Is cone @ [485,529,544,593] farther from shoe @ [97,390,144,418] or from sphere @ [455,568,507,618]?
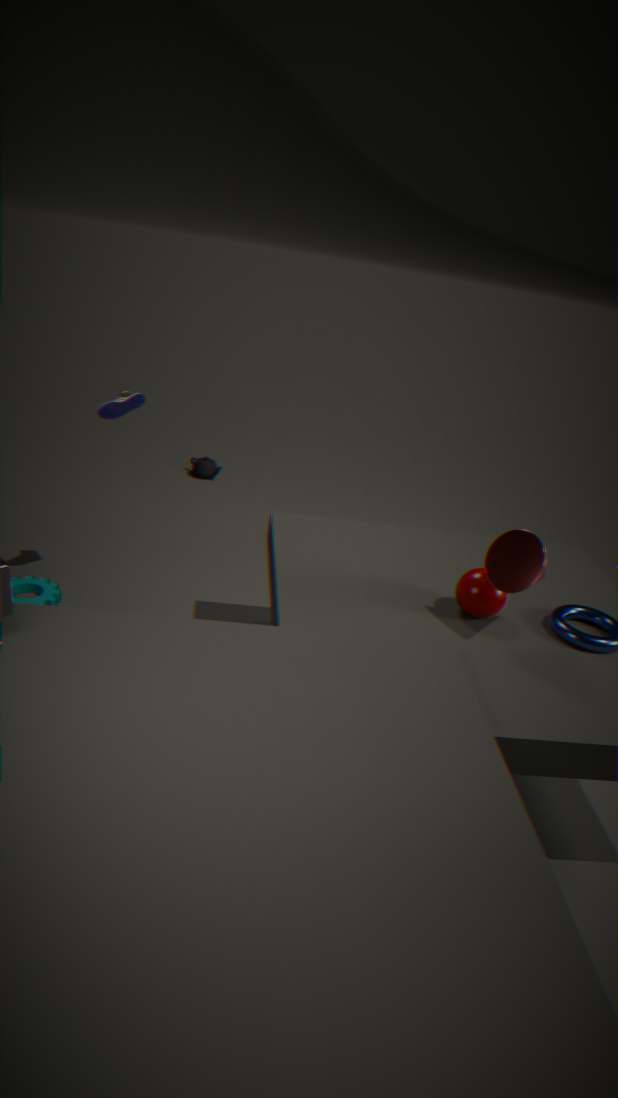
shoe @ [97,390,144,418]
